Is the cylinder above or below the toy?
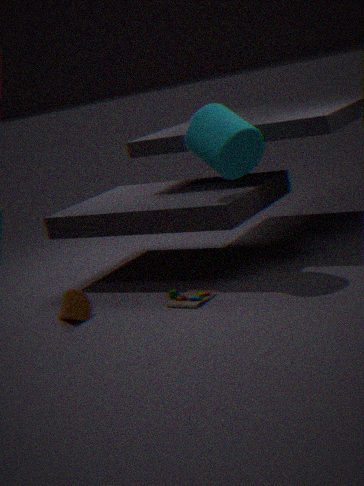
above
